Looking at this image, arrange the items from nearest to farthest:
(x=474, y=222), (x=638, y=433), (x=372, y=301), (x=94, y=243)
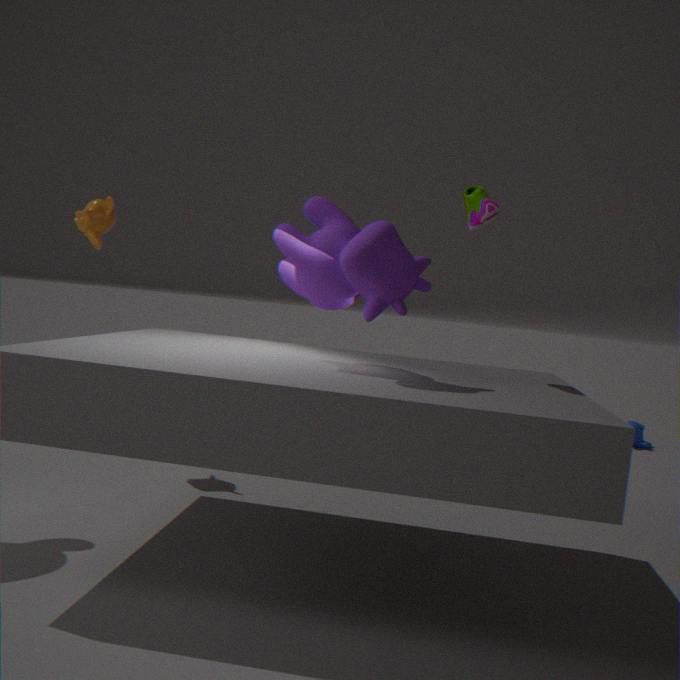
(x=372, y=301) < (x=474, y=222) < (x=94, y=243) < (x=638, y=433)
